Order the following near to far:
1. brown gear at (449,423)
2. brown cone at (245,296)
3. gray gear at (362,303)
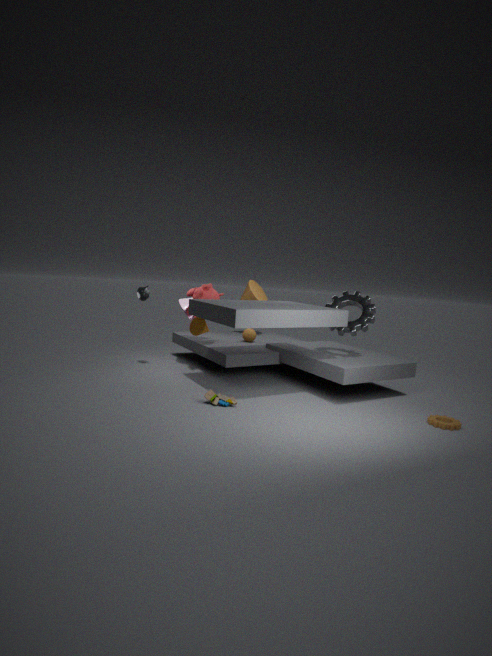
1. brown gear at (449,423)
2. gray gear at (362,303)
3. brown cone at (245,296)
